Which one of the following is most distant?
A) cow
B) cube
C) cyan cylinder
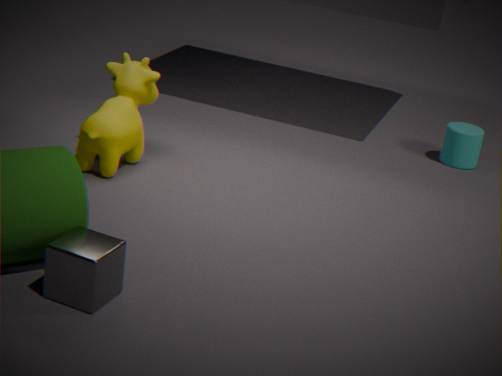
cyan cylinder
